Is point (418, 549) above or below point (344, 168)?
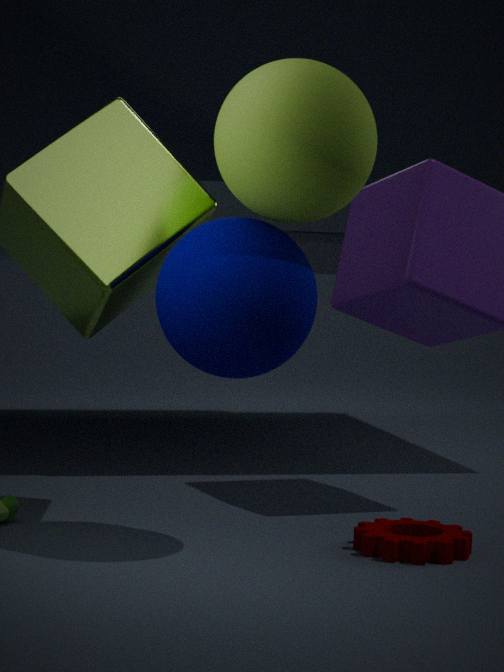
below
